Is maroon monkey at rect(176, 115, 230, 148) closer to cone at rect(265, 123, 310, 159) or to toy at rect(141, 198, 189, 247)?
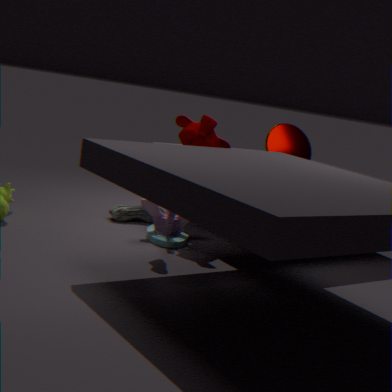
cone at rect(265, 123, 310, 159)
